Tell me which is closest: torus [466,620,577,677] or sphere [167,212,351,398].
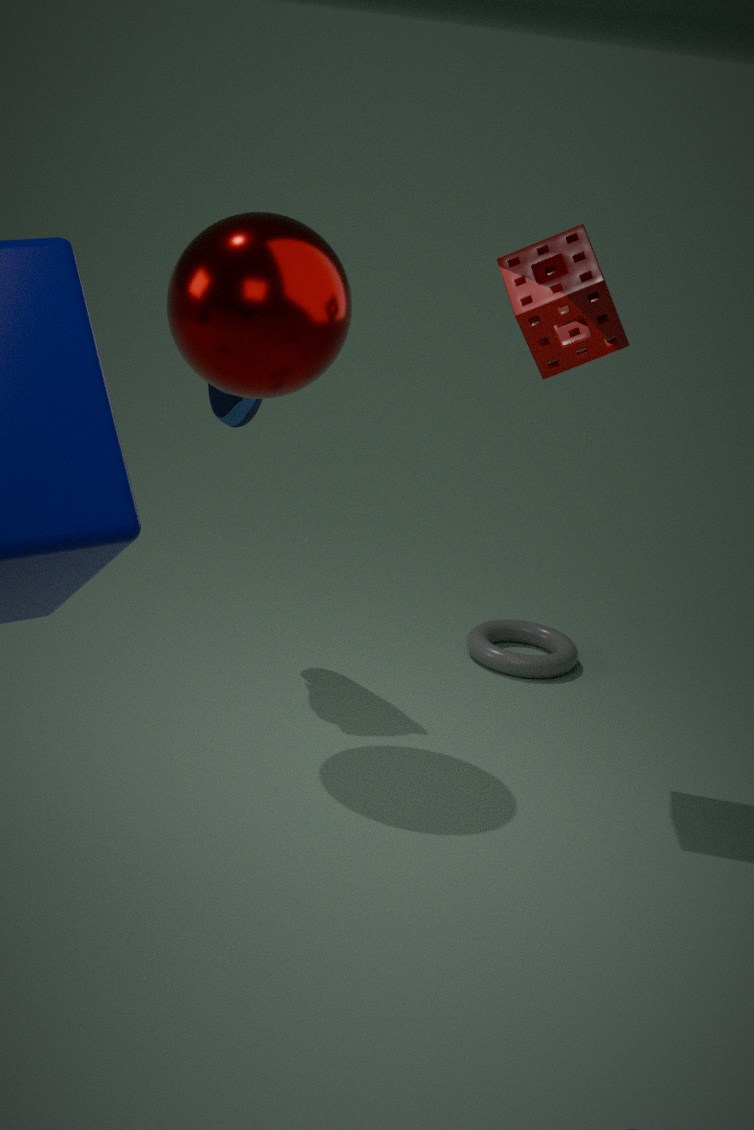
sphere [167,212,351,398]
